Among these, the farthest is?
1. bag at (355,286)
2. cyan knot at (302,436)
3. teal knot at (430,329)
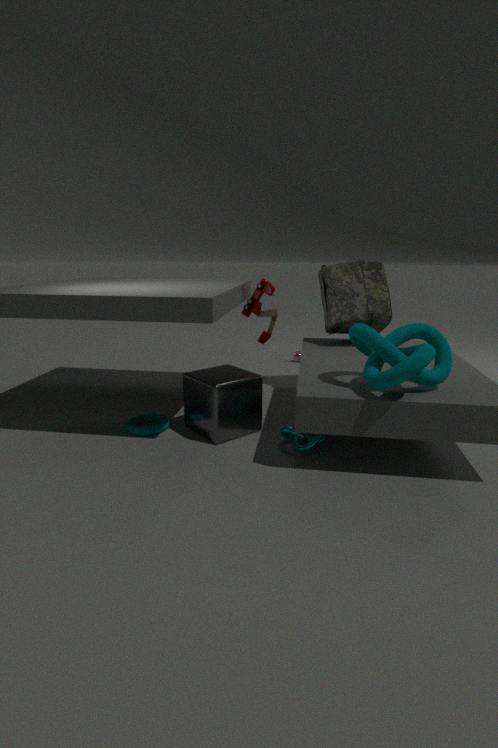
bag at (355,286)
